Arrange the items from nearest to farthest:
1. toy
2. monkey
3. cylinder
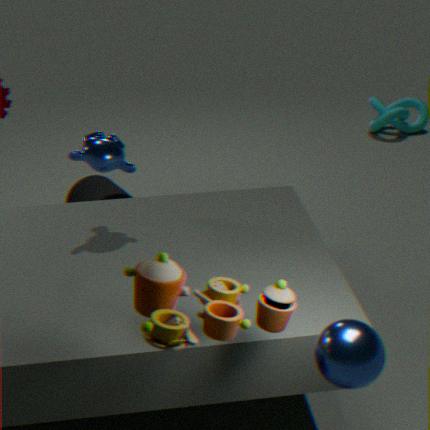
toy → monkey → cylinder
